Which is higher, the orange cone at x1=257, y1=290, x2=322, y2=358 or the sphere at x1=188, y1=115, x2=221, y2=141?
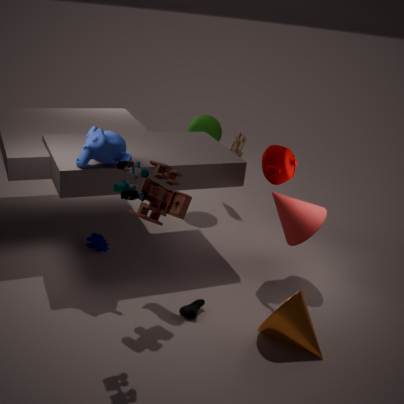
the sphere at x1=188, y1=115, x2=221, y2=141
